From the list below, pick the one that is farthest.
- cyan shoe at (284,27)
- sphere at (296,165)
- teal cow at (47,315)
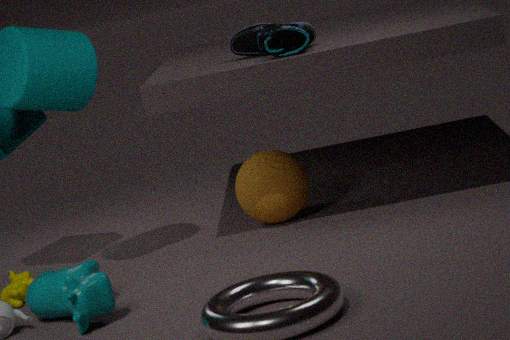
sphere at (296,165)
